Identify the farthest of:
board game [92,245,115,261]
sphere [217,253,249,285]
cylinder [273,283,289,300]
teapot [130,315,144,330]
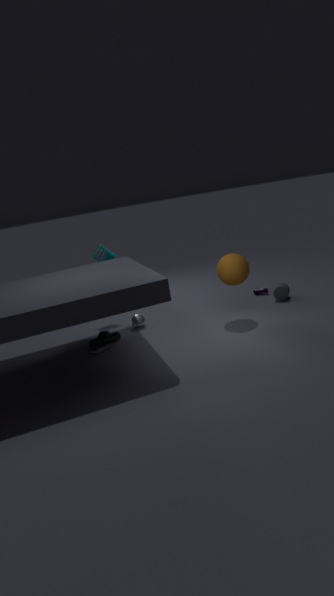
board game [92,245,115,261]
